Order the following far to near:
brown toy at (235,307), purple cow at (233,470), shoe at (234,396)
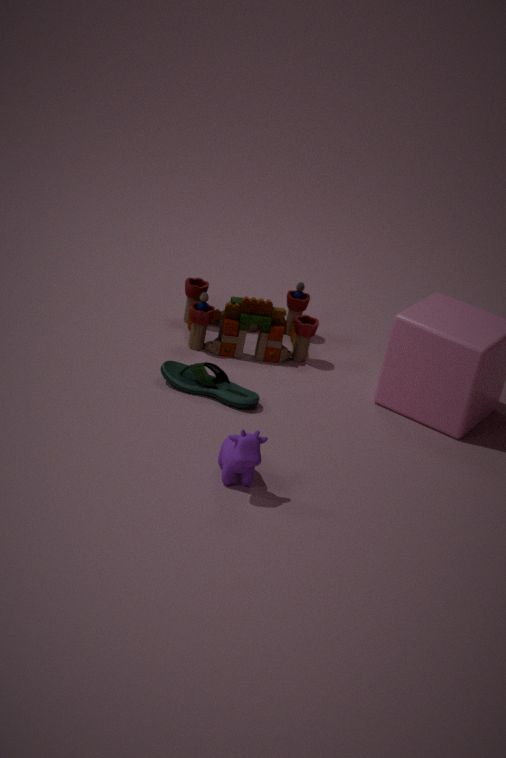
brown toy at (235,307)
shoe at (234,396)
purple cow at (233,470)
